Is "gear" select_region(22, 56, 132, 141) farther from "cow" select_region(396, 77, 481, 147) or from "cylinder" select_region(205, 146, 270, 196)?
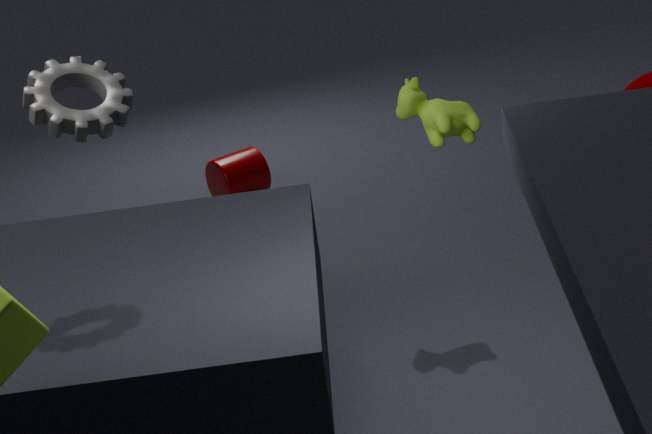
"cylinder" select_region(205, 146, 270, 196)
